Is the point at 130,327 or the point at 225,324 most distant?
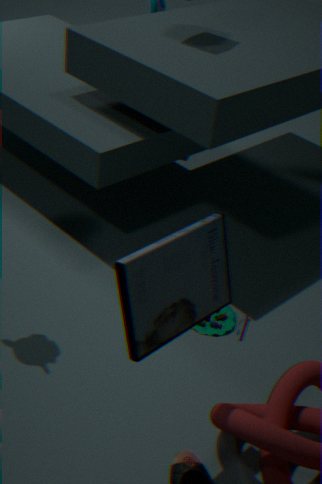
the point at 225,324
